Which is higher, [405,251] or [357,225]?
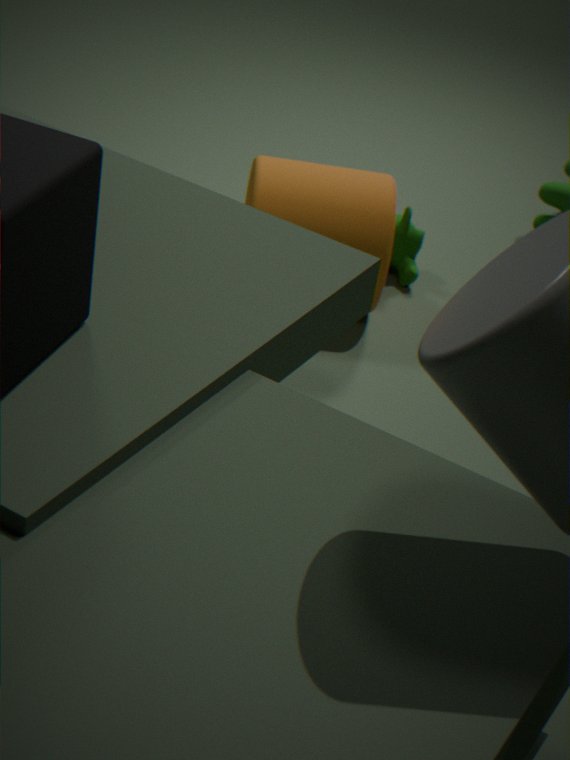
[357,225]
